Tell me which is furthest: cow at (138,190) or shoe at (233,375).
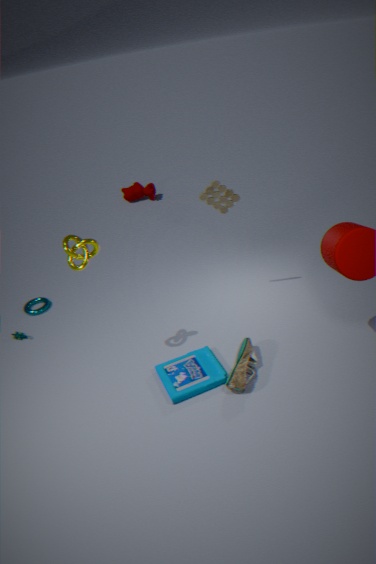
cow at (138,190)
